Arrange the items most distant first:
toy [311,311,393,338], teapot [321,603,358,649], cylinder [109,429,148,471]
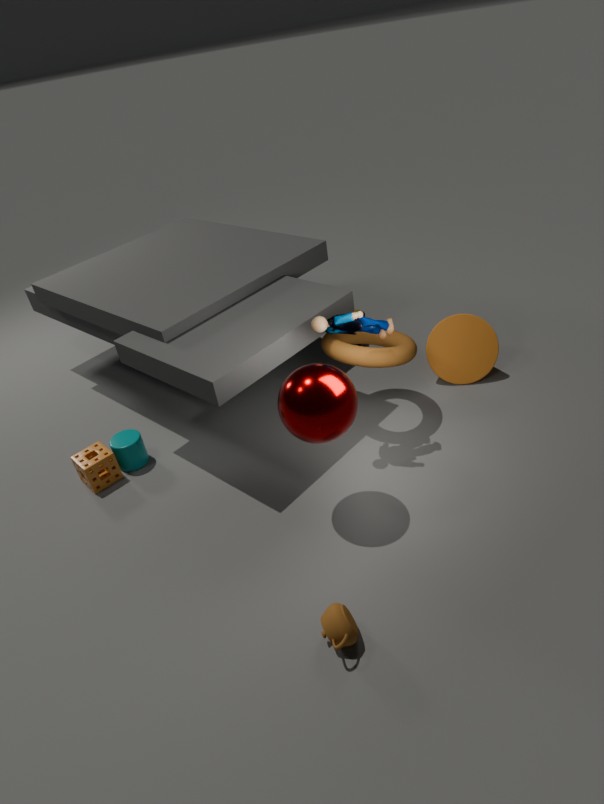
cylinder [109,429,148,471]
toy [311,311,393,338]
teapot [321,603,358,649]
